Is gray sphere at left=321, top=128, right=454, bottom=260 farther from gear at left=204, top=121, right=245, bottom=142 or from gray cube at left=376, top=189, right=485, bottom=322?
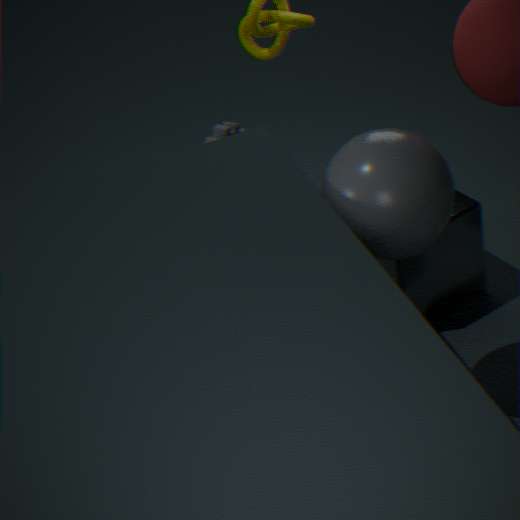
gear at left=204, top=121, right=245, bottom=142
